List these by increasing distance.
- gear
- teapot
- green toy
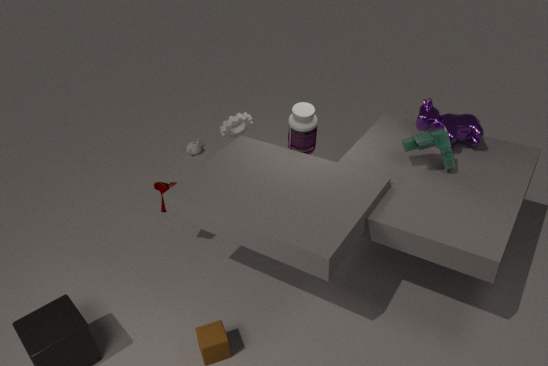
green toy
gear
teapot
